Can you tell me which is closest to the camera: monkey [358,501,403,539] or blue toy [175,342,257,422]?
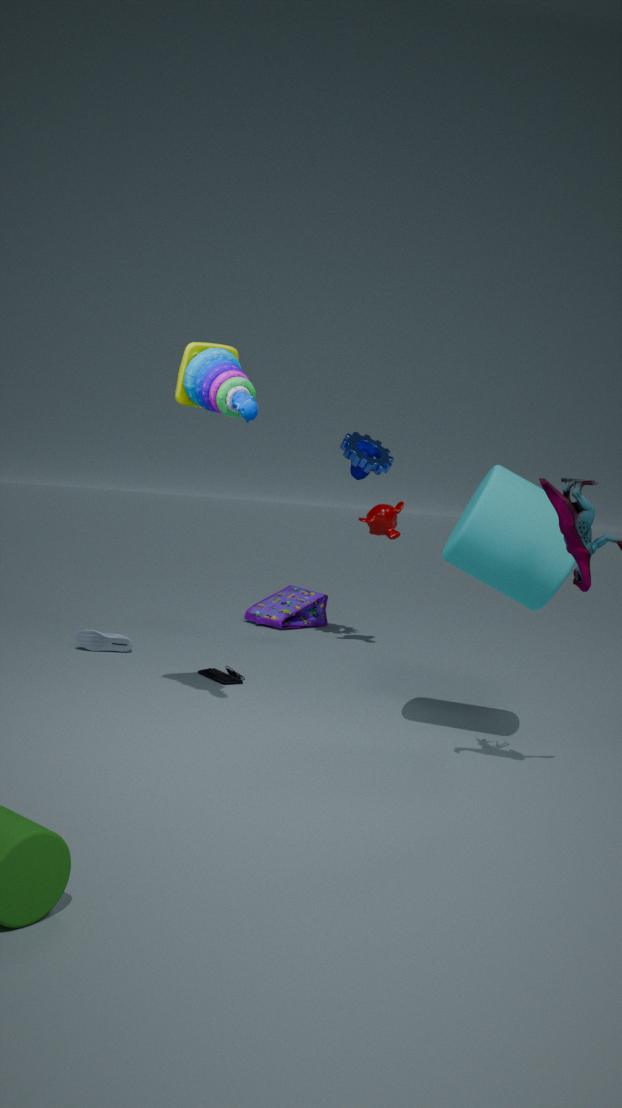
blue toy [175,342,257,422]
